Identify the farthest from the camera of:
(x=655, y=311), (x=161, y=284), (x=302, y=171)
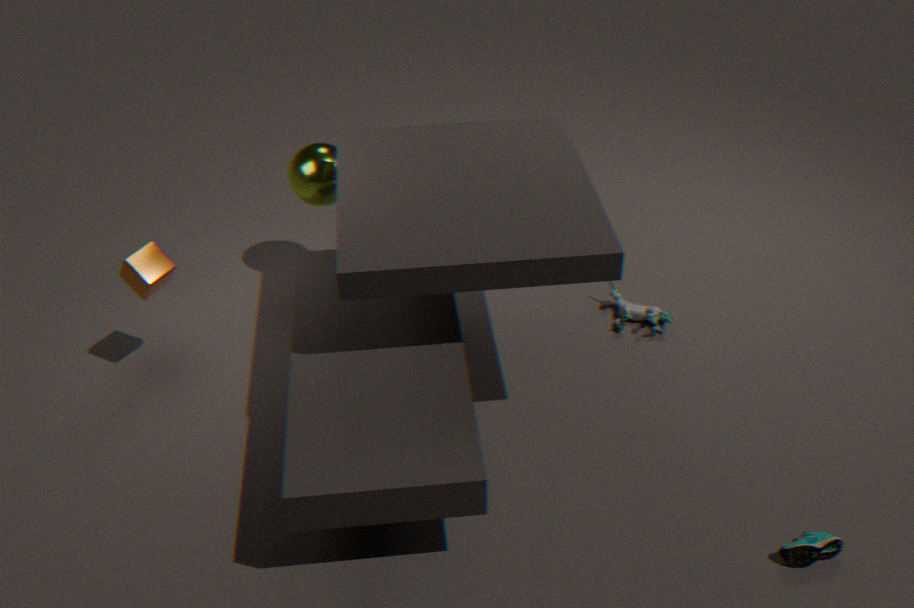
(x=302, y=171)
